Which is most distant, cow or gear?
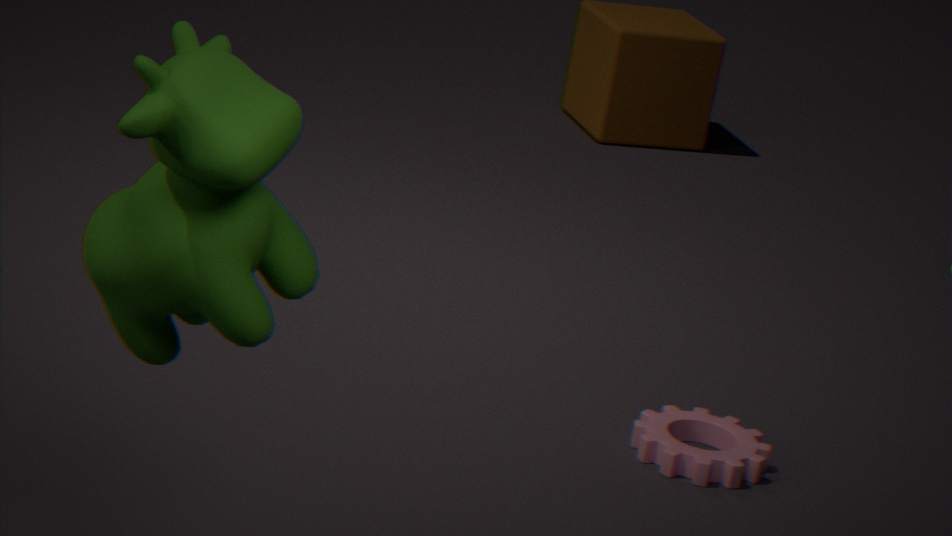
gear
